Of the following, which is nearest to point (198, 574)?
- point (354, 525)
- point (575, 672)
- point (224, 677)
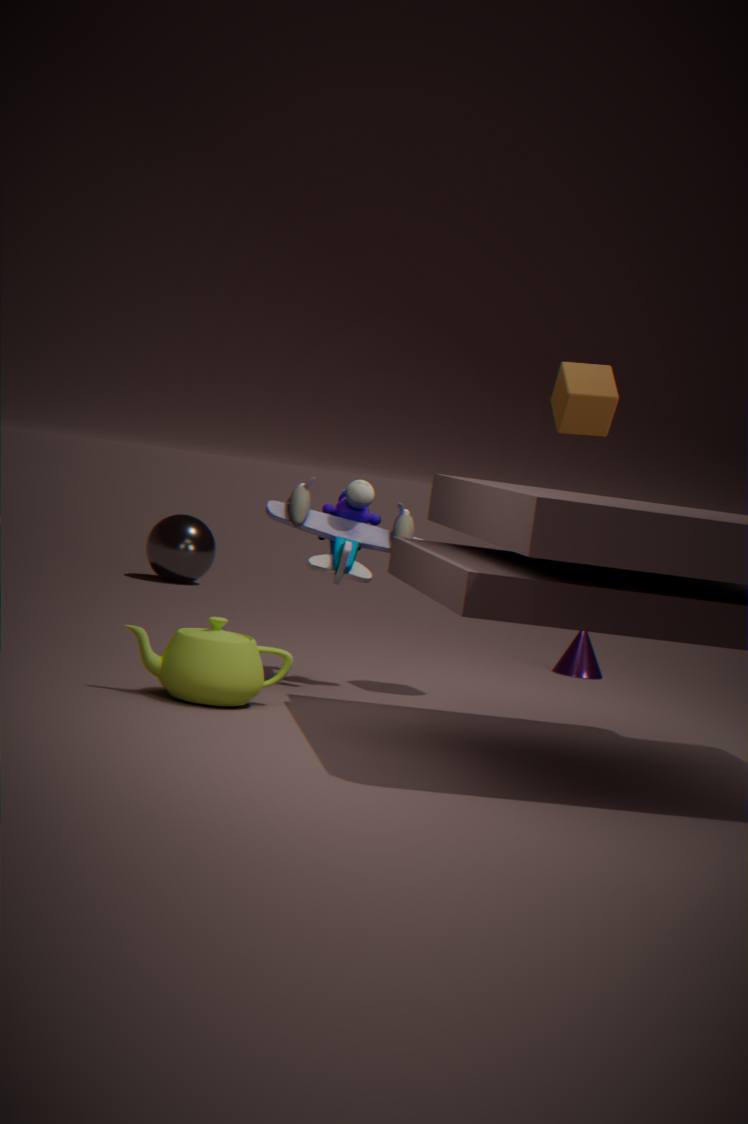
point (575, 672)
